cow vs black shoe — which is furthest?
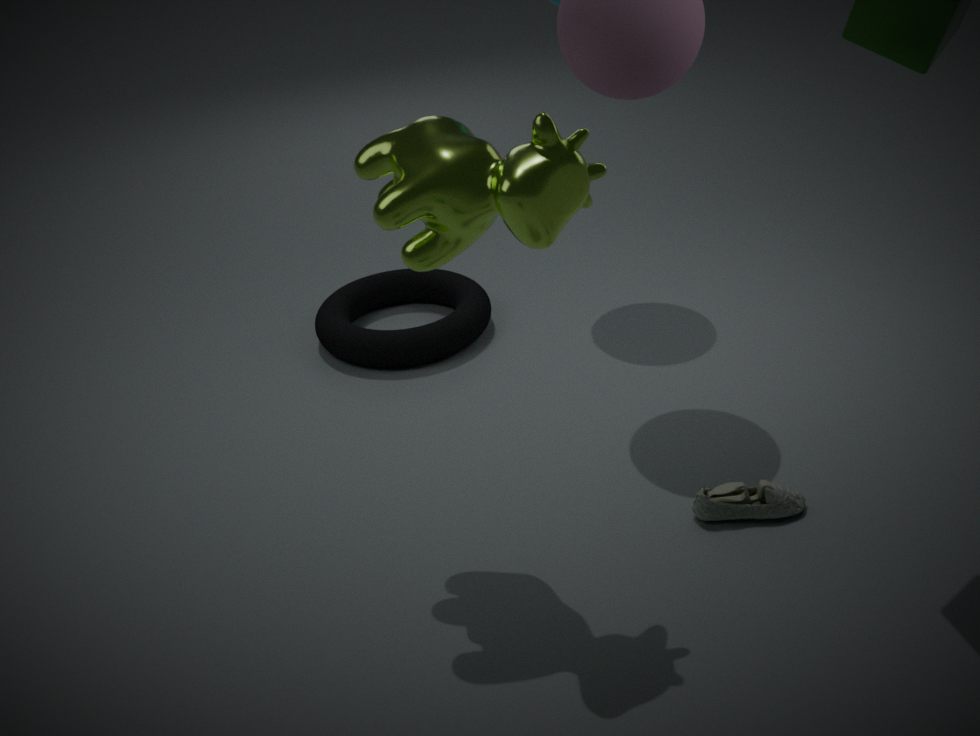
black shoe
